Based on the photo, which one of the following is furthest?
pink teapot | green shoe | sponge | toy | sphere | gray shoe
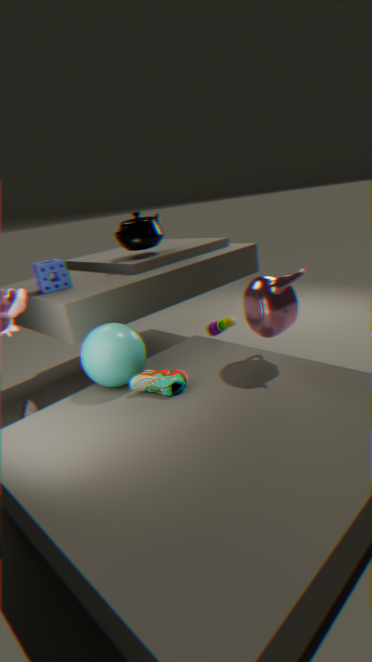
toy
